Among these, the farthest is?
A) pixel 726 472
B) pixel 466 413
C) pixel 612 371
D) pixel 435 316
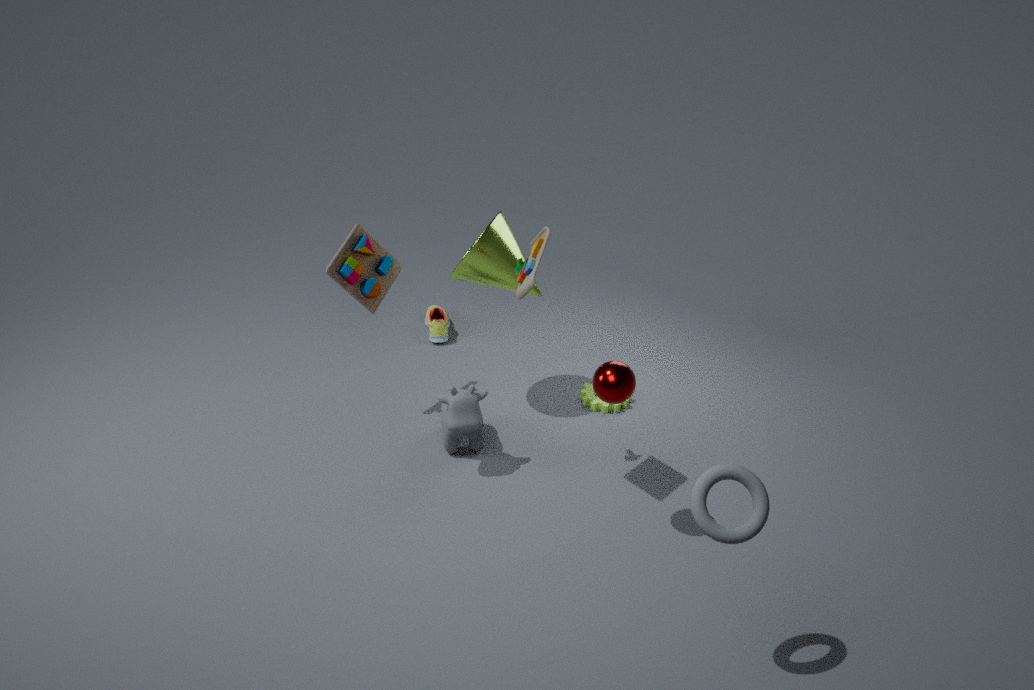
pixel 435 316
